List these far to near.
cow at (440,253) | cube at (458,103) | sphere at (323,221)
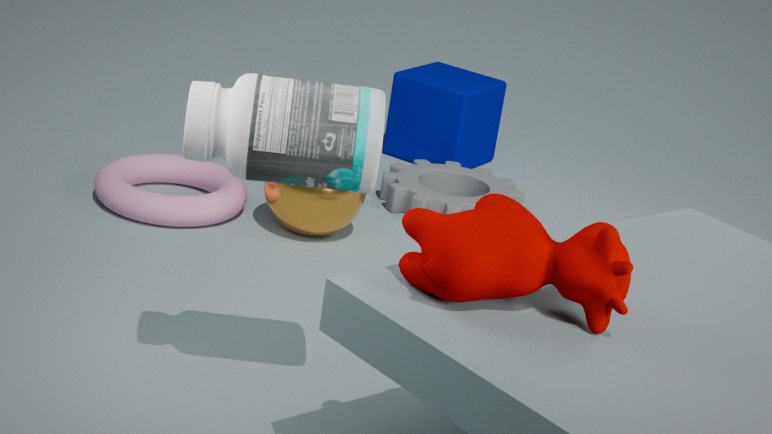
cube at (458,103) → sphere at (323,221) → cow at (440,253)
